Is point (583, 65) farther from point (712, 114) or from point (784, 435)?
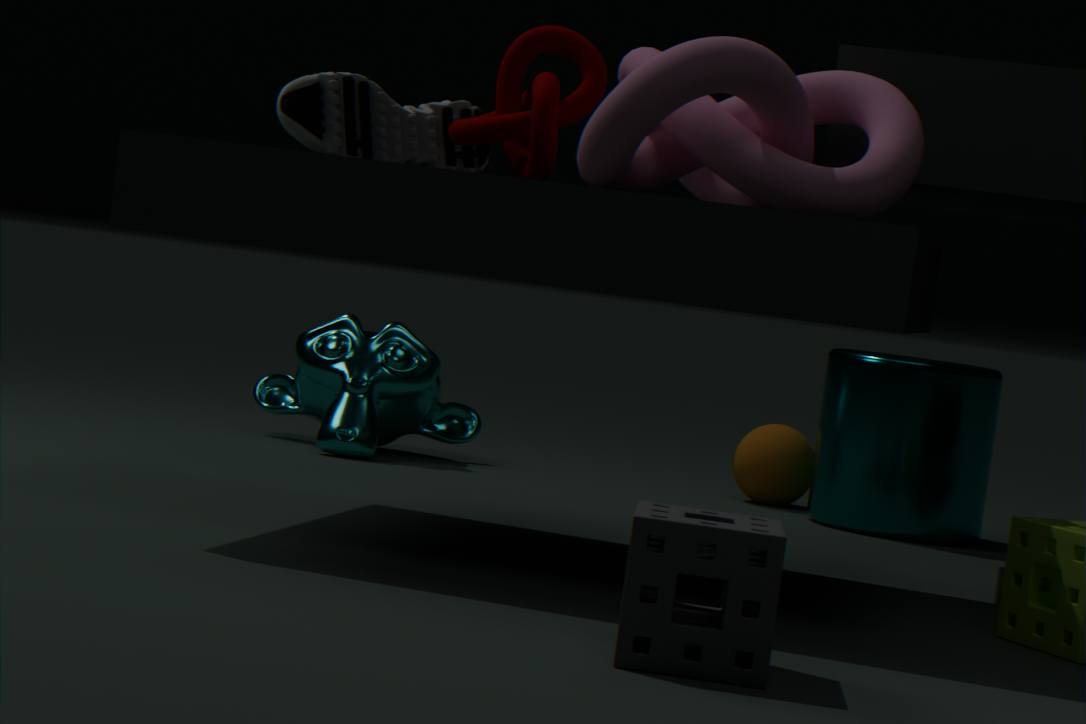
point (784, 435)
